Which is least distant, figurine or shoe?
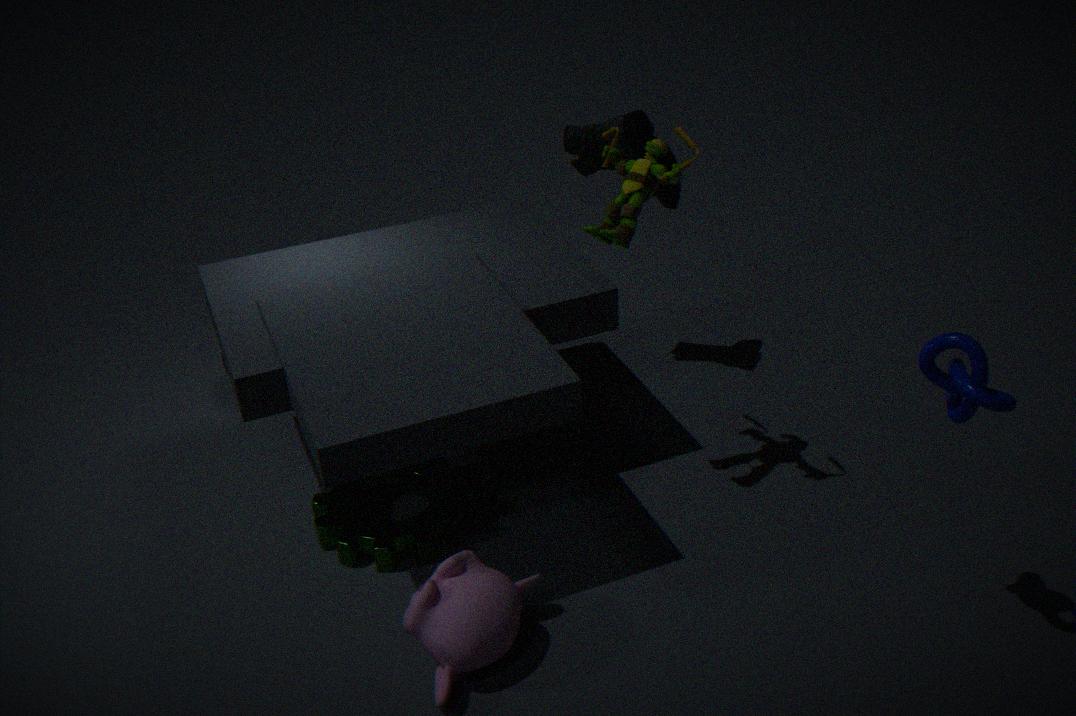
figurine
